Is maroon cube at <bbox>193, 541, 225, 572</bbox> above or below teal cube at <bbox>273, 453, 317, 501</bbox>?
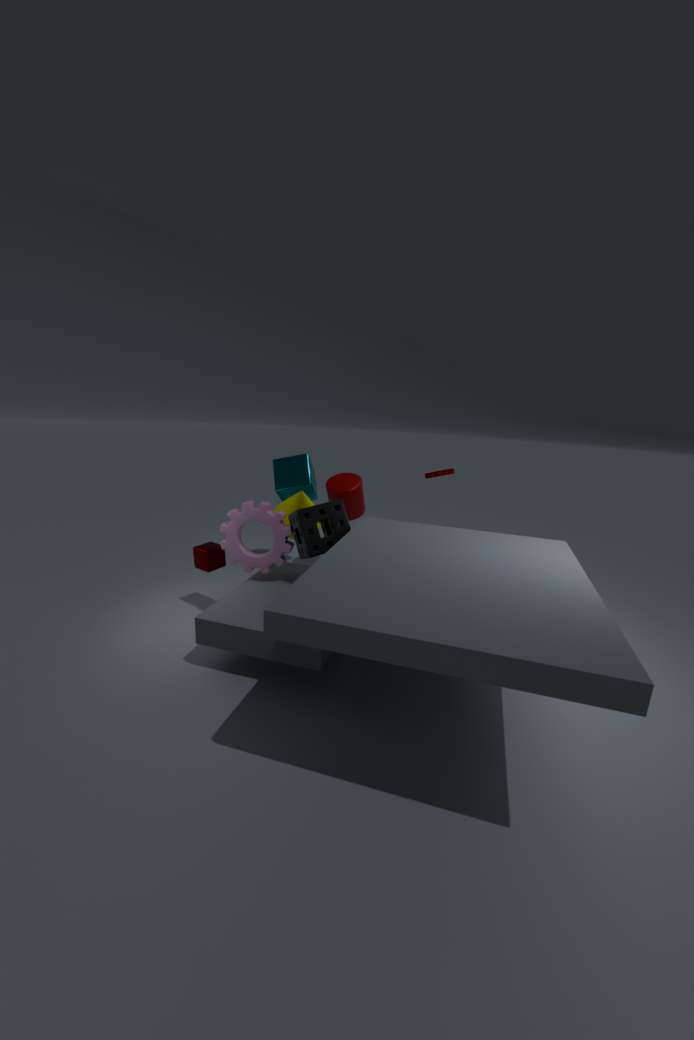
below
